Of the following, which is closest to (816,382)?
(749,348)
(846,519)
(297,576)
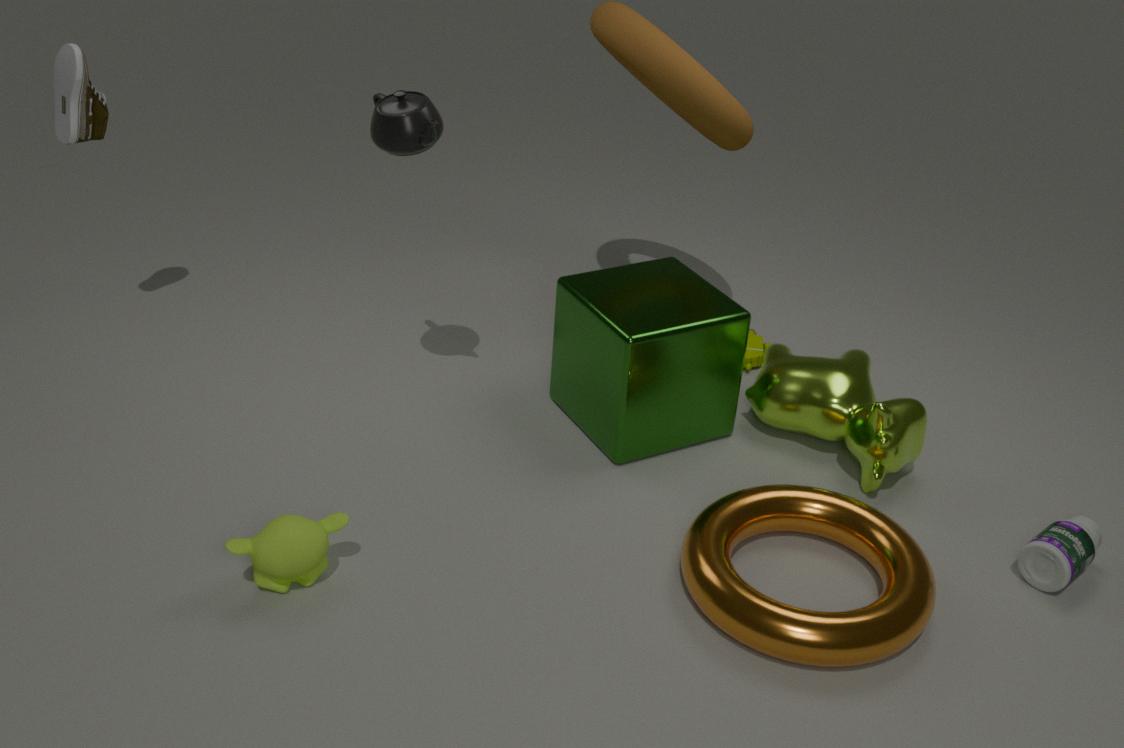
(749,348)
